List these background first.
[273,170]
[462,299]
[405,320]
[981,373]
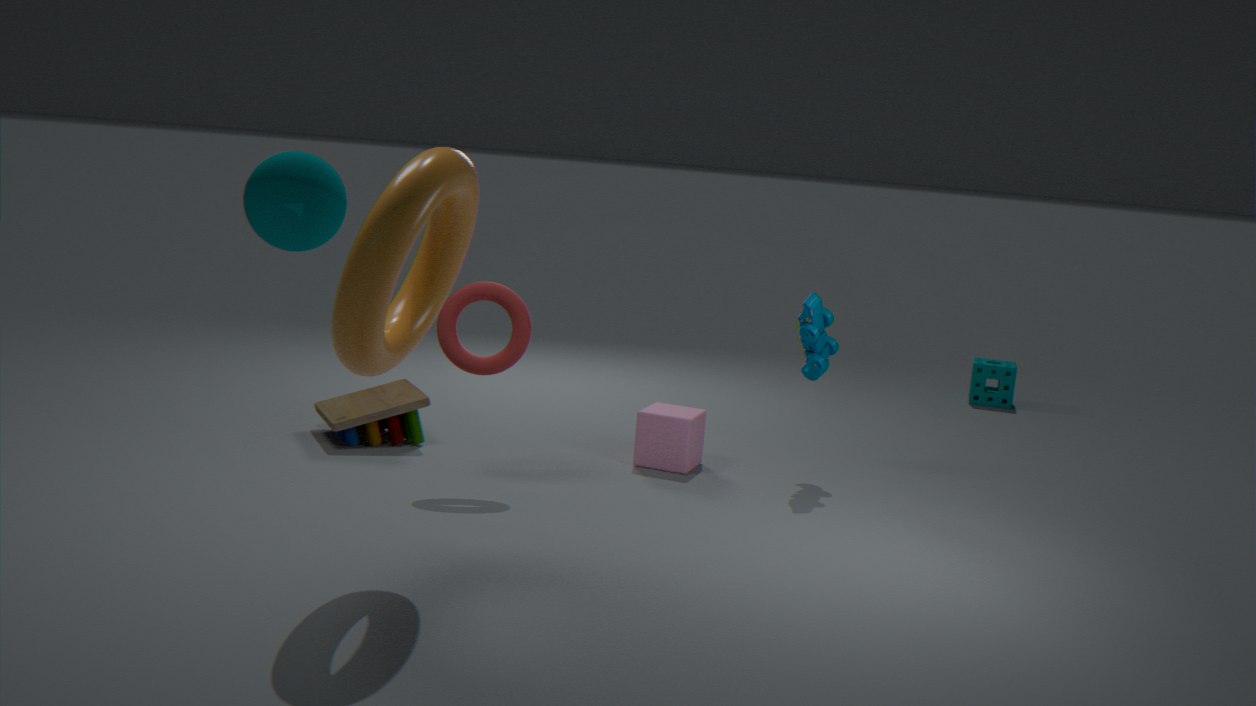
1. [981,373]
2. [462,299]
3. [405,320]
4. [273,170]
